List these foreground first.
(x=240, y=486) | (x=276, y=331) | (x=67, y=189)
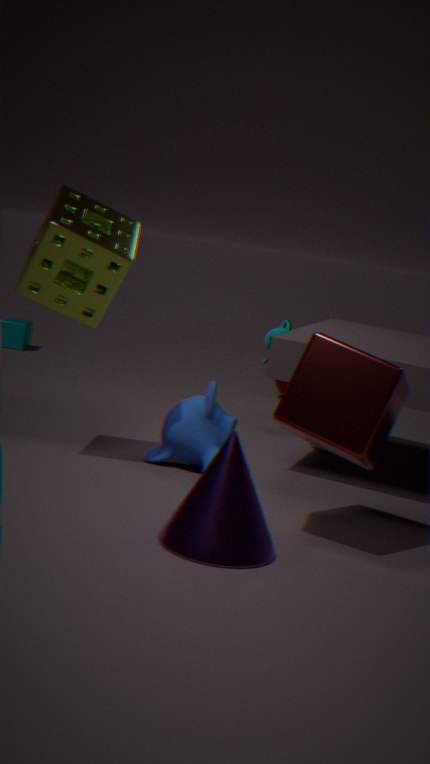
1. (x=240, y=486)
2. (x=67, y=189)
3. (x=276, y=331)
